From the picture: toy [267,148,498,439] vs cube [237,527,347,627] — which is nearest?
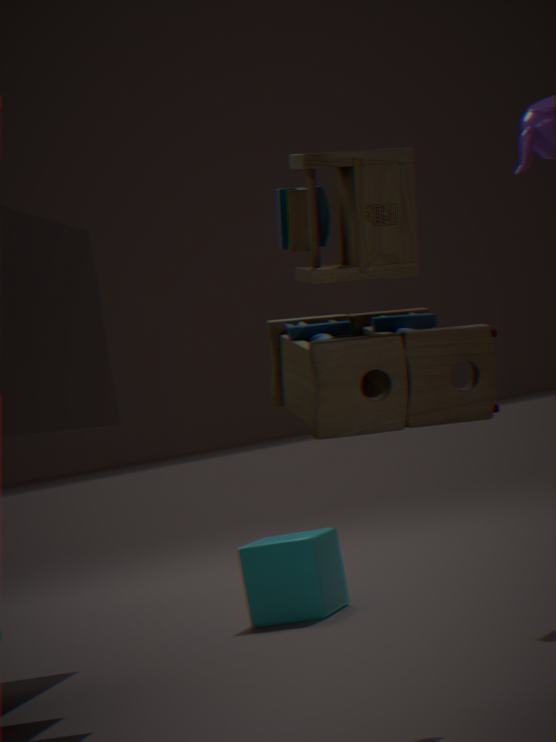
toy [267,148,498,439]
